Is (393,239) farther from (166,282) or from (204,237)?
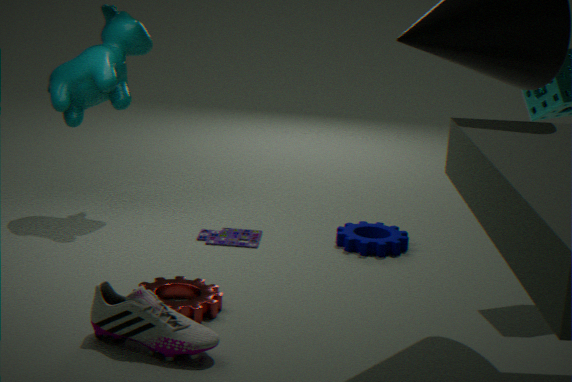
(166,282)
